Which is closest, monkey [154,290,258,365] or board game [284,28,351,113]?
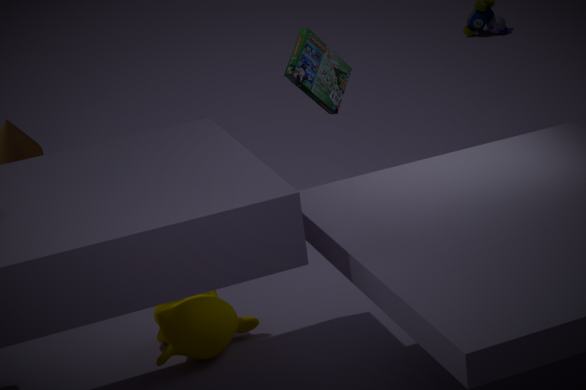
monkey [154,290,258,365]
